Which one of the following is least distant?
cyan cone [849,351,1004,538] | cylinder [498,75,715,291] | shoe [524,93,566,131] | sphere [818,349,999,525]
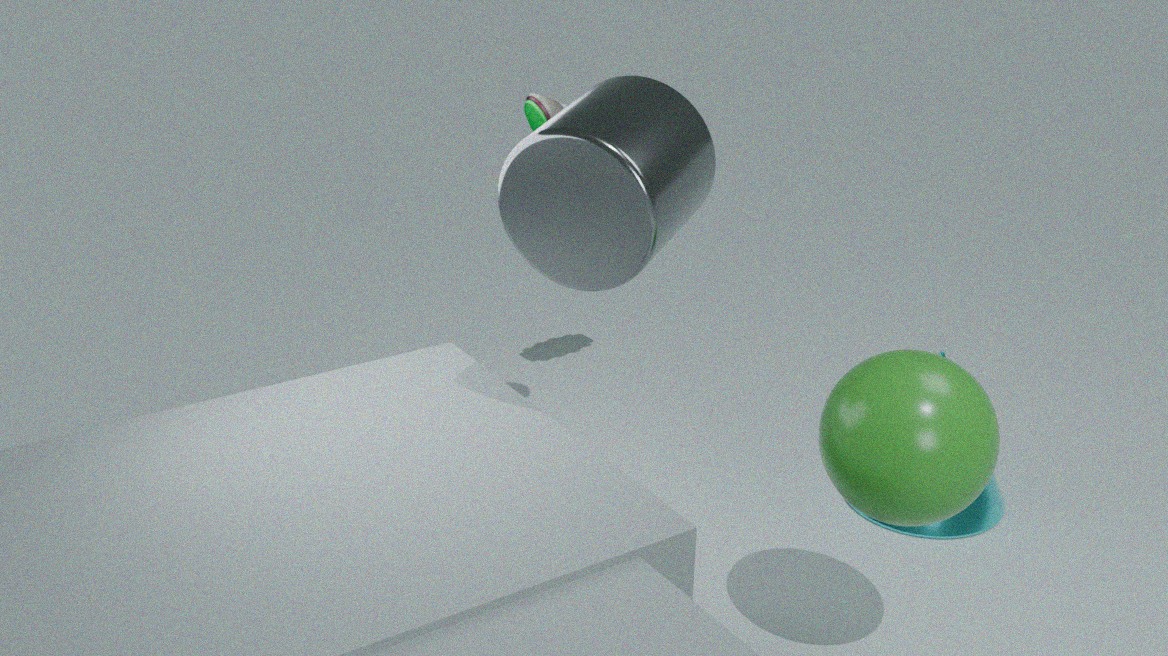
sphere [818,349,999,525]
